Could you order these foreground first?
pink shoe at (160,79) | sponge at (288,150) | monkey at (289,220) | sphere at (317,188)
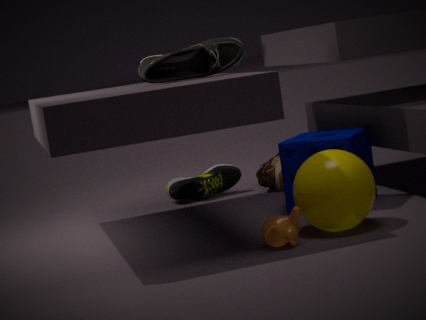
1. monkey at (289,220)
2. sphere at (317,188)
3. pink shoe at (160,79)
4. sponge at (288,150)
